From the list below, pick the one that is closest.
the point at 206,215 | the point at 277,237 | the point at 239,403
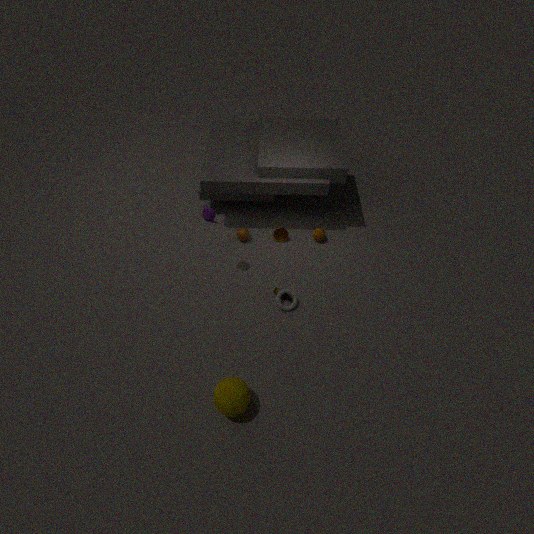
the point at 239,403
